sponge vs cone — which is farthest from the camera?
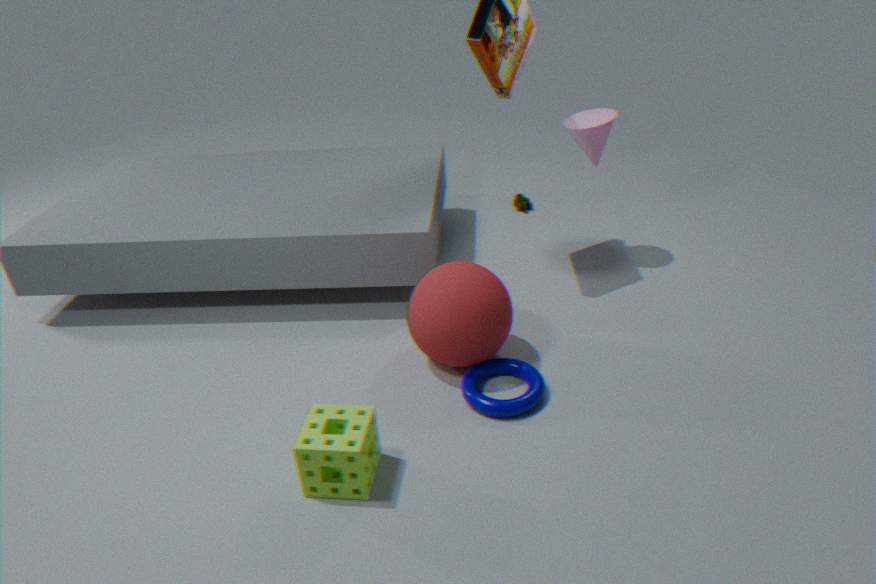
cone
